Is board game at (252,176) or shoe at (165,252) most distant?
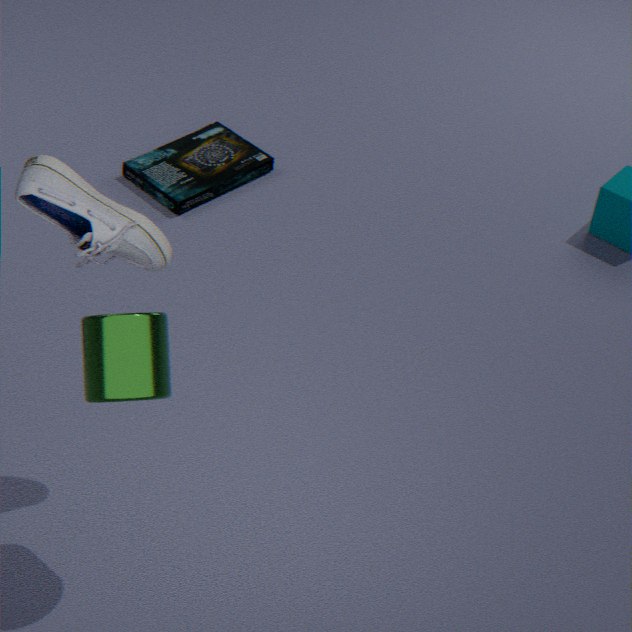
board game at (252,176)
